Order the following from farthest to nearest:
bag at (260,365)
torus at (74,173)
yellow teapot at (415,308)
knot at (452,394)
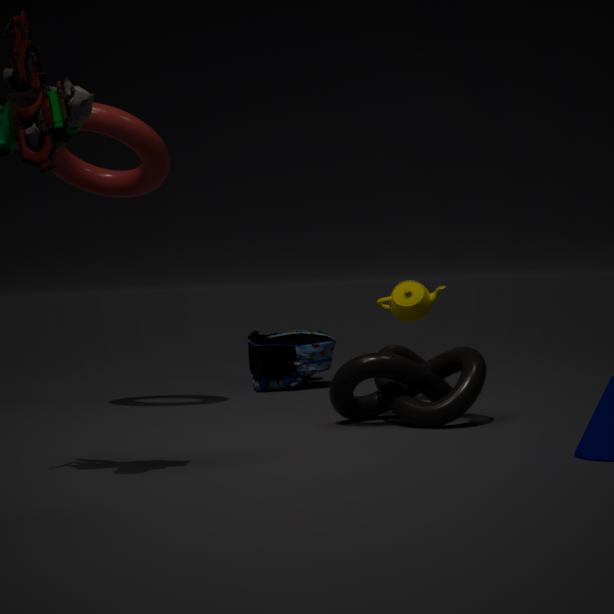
bag at (260,365)
yellow teapot at (415,308)
torus at (74,173)
knot at (452,394)
